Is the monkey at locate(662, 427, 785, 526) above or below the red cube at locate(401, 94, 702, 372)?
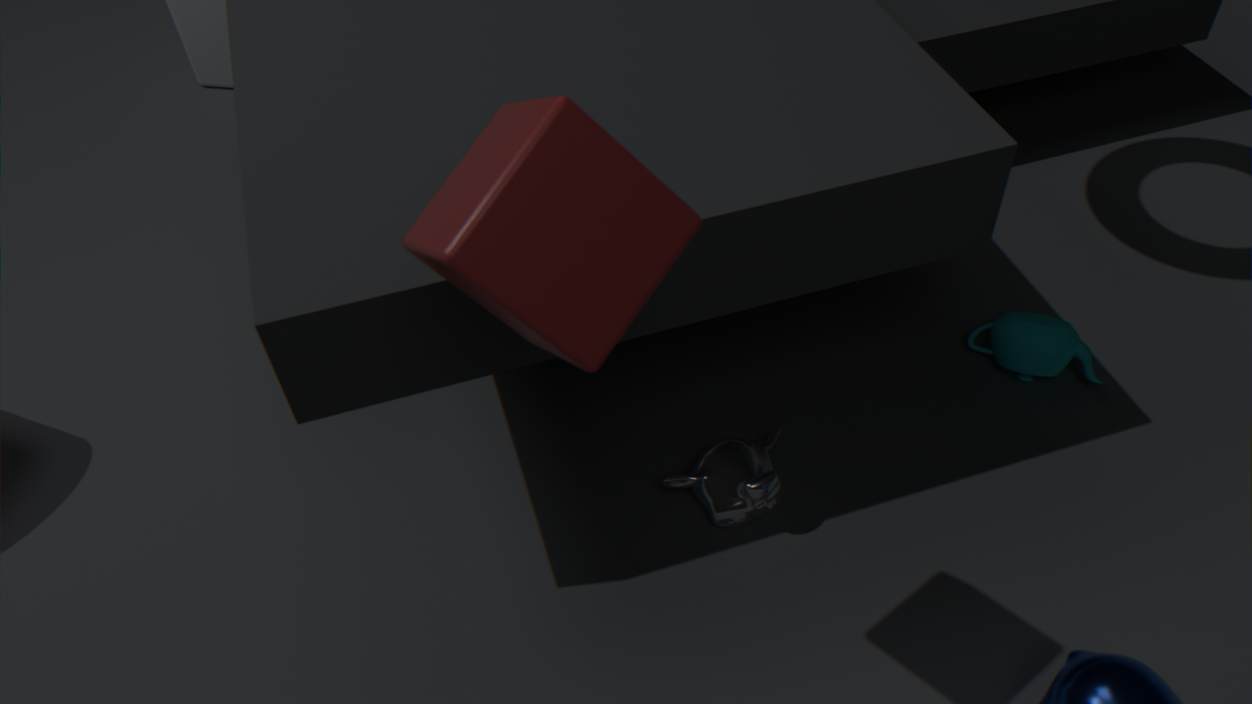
below
